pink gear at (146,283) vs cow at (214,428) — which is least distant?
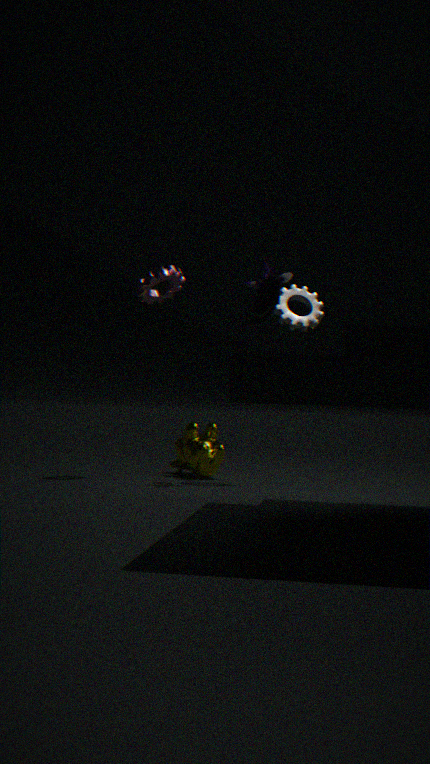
pink gear at (146,283)
